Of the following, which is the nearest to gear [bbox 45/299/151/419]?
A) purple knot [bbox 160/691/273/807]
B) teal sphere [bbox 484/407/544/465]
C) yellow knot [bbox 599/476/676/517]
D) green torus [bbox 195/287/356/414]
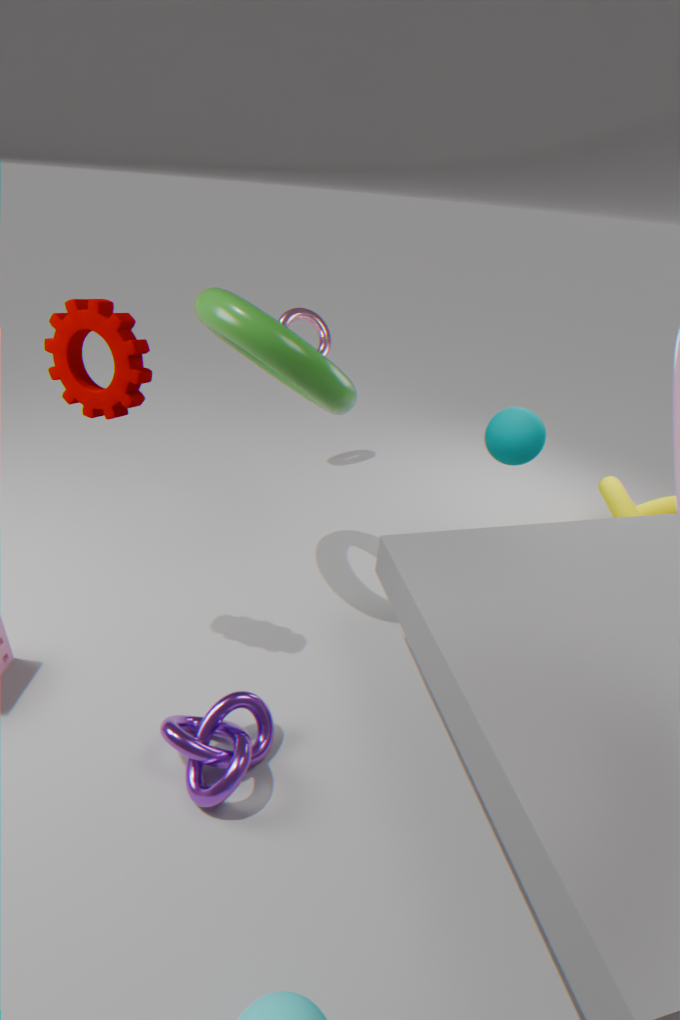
green torus [bbox 195/287/356/414]
